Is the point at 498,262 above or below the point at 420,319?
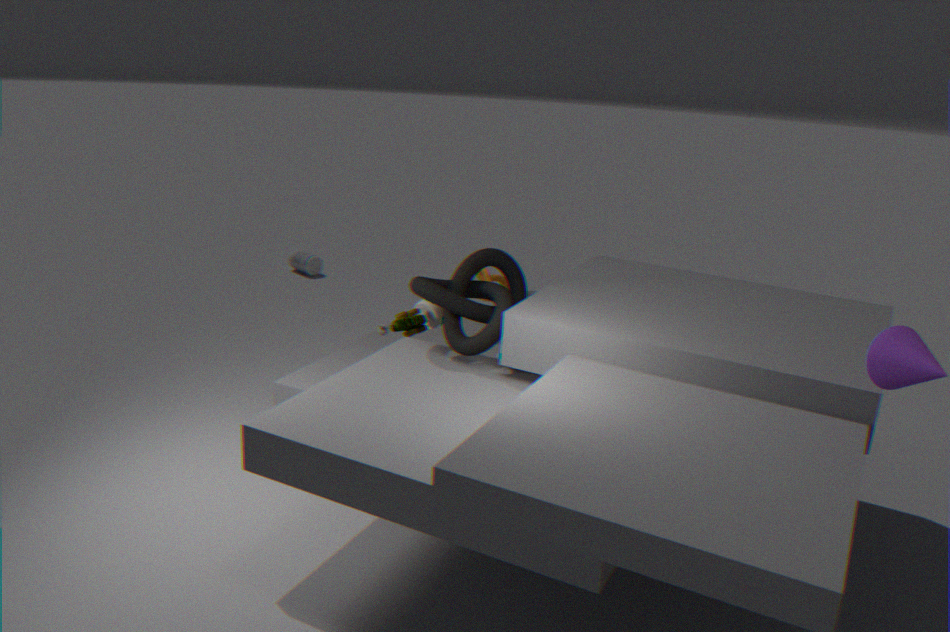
above
